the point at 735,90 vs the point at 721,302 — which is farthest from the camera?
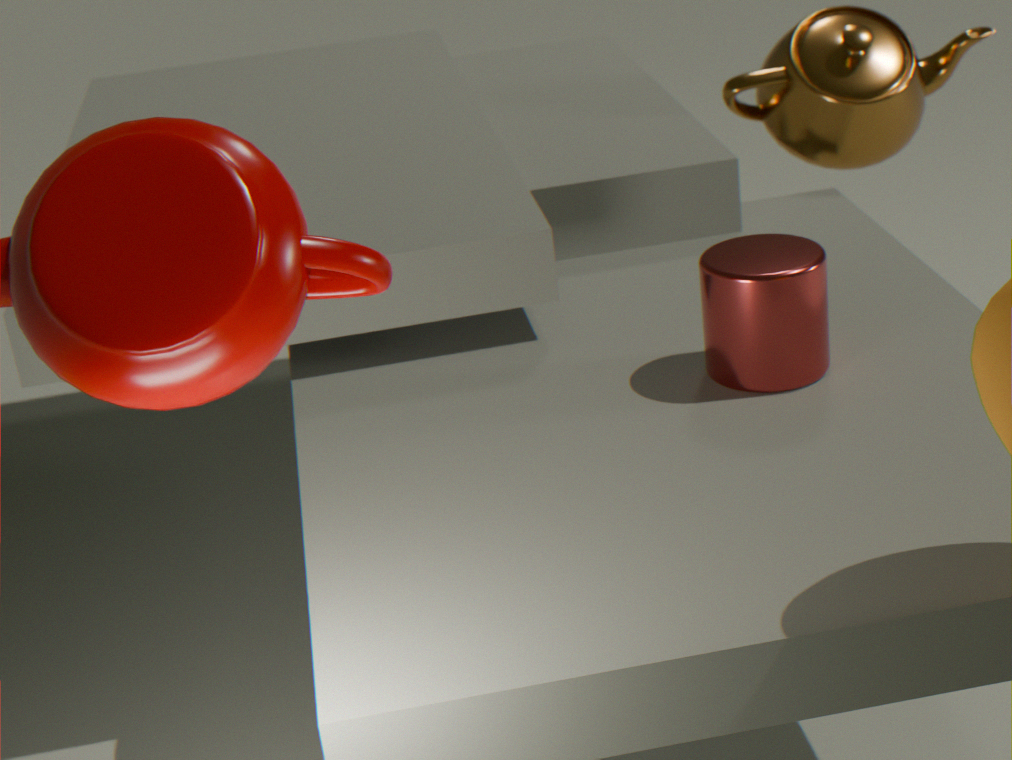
the point at 735,90
